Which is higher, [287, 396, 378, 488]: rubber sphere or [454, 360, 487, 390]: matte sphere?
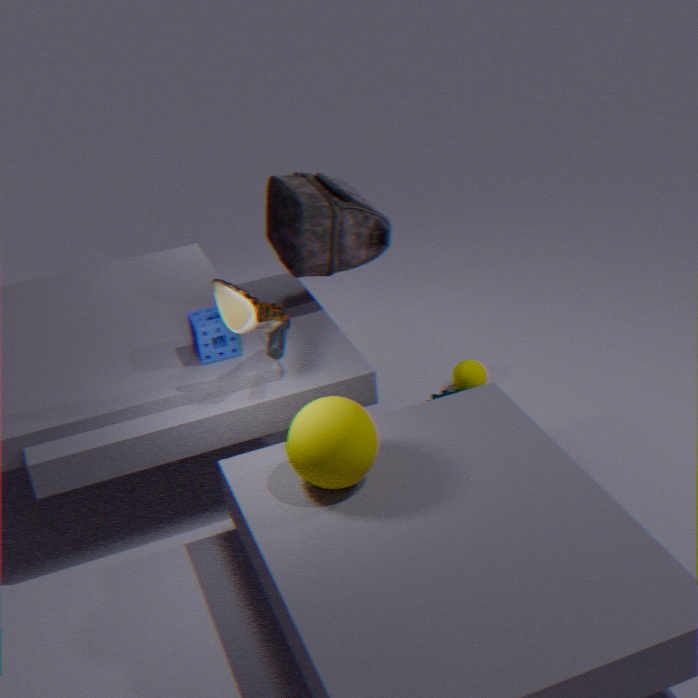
[287, 396, 378, 488]: rubber sphere
